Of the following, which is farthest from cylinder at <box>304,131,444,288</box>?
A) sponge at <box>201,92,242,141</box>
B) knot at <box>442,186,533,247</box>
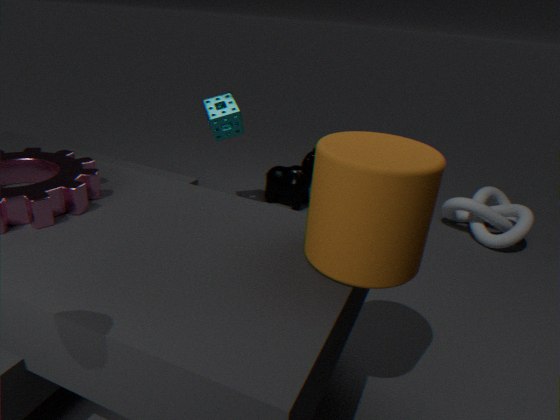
knot at <box>442,186,533,247</box>
